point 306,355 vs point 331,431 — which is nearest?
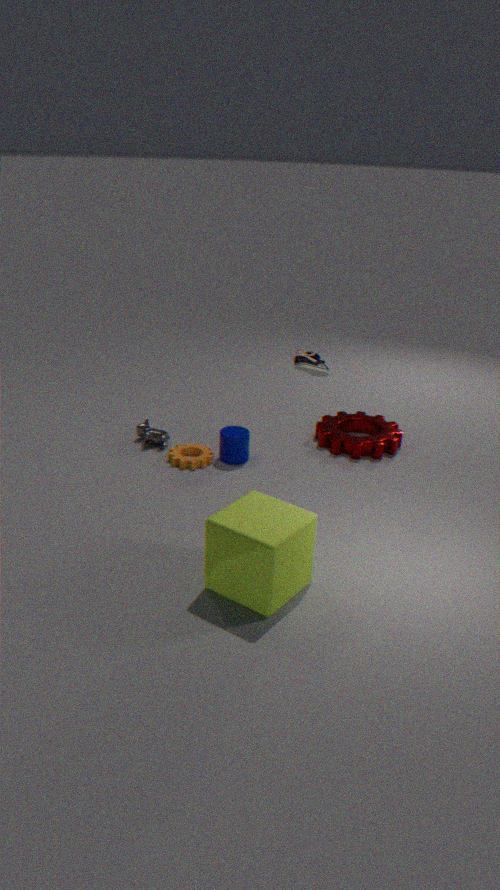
point 306,355
